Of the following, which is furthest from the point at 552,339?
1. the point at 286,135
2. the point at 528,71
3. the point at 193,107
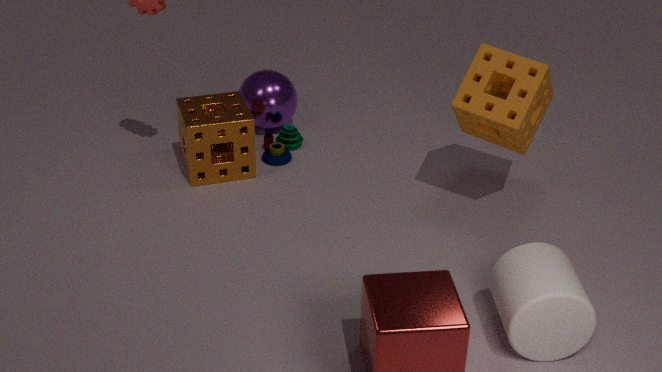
the point at 193,107
